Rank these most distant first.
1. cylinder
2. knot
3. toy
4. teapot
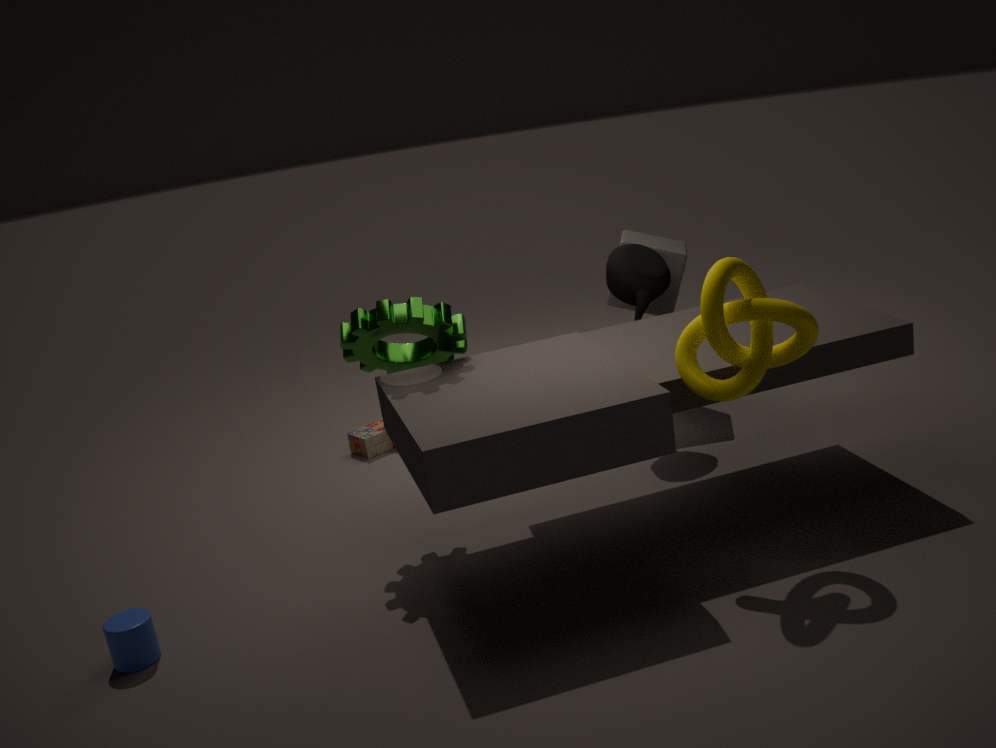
toy
teapot
cylinder
knot
